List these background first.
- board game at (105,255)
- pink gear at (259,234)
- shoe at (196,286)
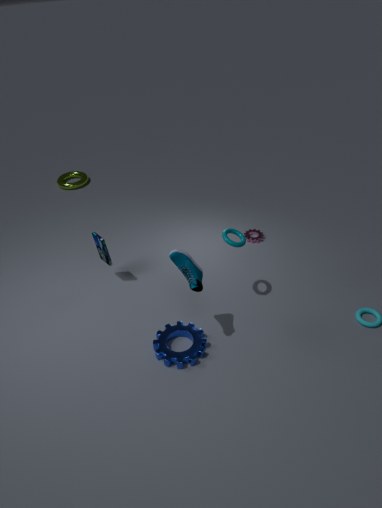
1. pink gear at (259,234)
2. board game at (105,255)
3. shoe at (196,286)
